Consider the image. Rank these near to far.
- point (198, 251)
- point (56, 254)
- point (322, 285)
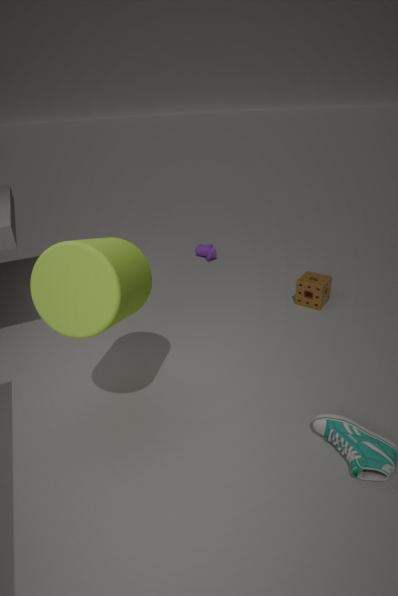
point (56, 254) → point (322, 285) → point (198, 251)
